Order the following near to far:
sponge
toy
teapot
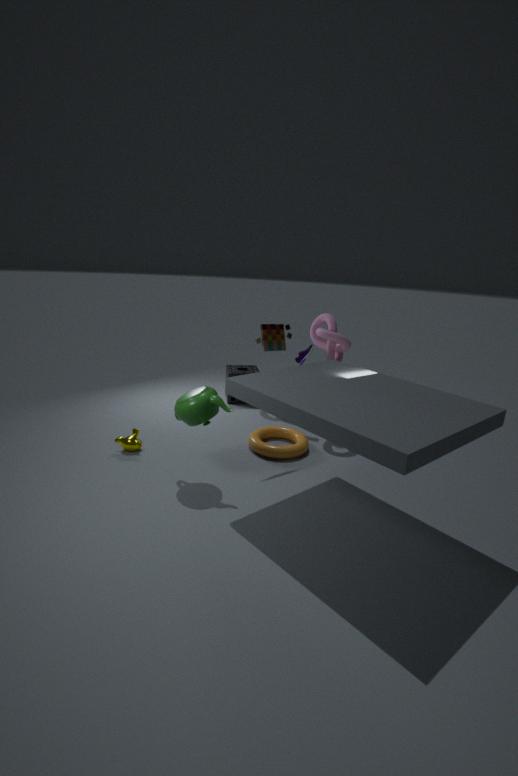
1. teapot
2. toy
3. sponge
